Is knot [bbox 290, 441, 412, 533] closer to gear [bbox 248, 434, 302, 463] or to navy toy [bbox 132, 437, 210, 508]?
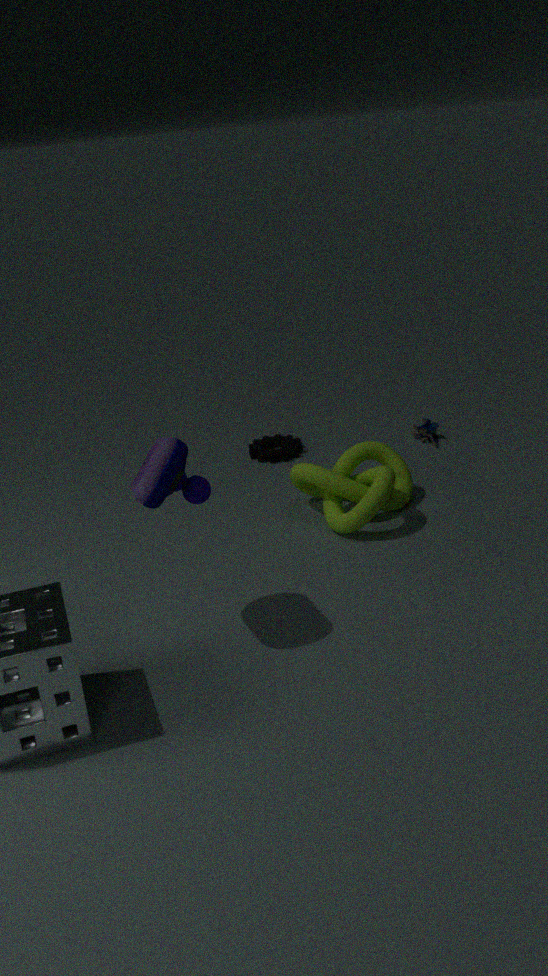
gear [bbox 248, 434, 302, 463]
